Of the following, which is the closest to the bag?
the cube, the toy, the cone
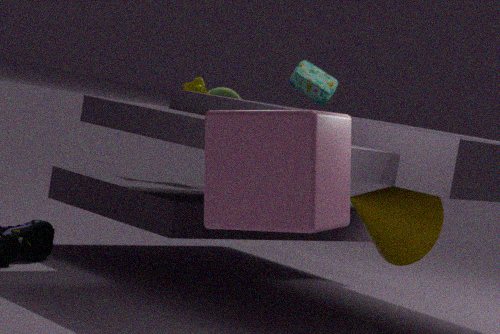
the toy
